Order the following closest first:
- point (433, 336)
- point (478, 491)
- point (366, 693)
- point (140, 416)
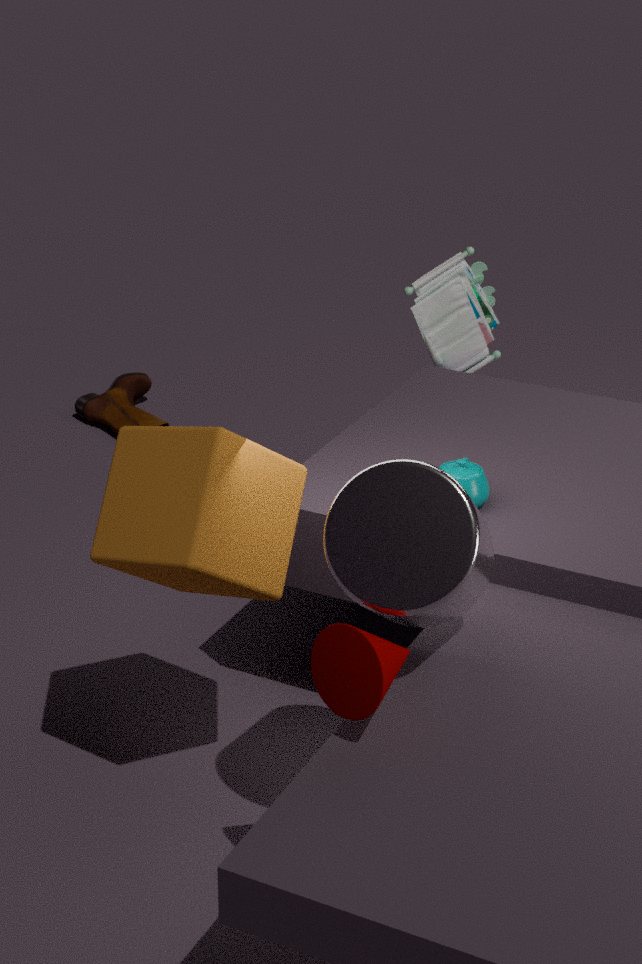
point (366, 693) → point (478, 491) → point (433, 336) → point (140, 416)
